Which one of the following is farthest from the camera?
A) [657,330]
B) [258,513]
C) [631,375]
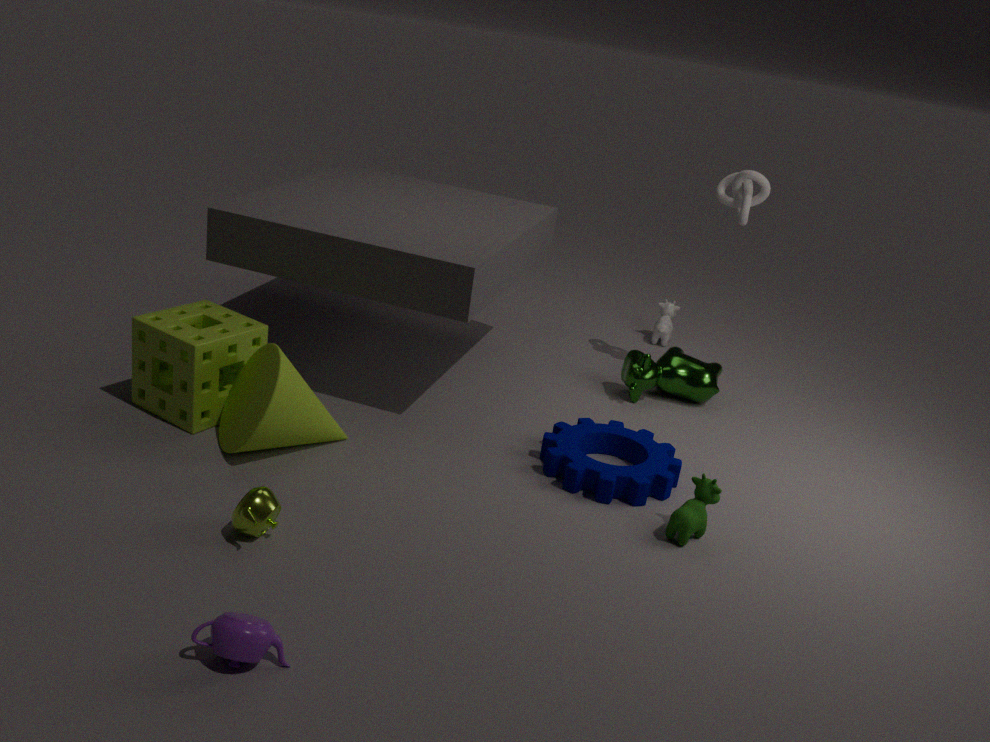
[657,330]
